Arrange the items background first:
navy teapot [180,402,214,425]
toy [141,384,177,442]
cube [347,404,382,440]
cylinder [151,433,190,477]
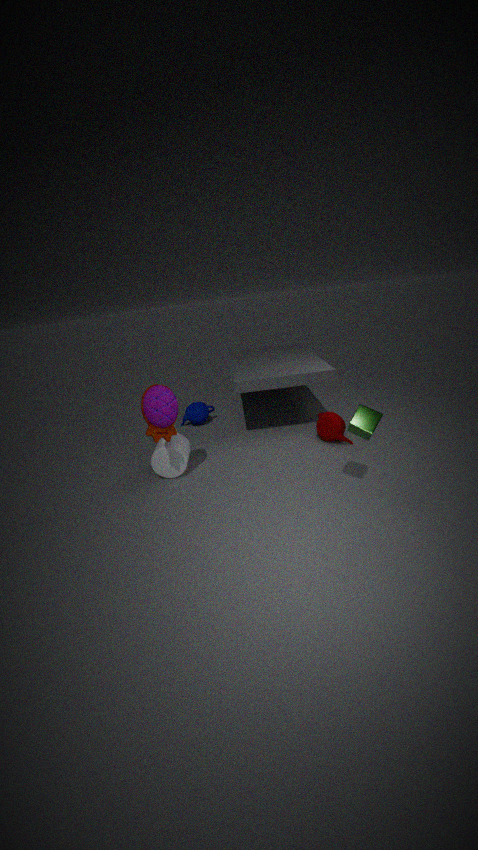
navy teapot [180,402,214,425], cylinder [151,433,190,477], toy [141,384,177,442], cube [347,404,382,440]
